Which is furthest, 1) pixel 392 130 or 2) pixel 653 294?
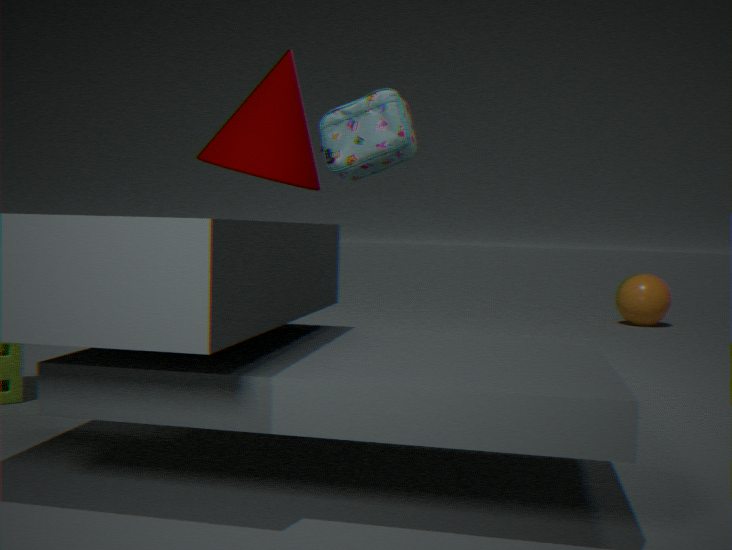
2. pixel 653 294
